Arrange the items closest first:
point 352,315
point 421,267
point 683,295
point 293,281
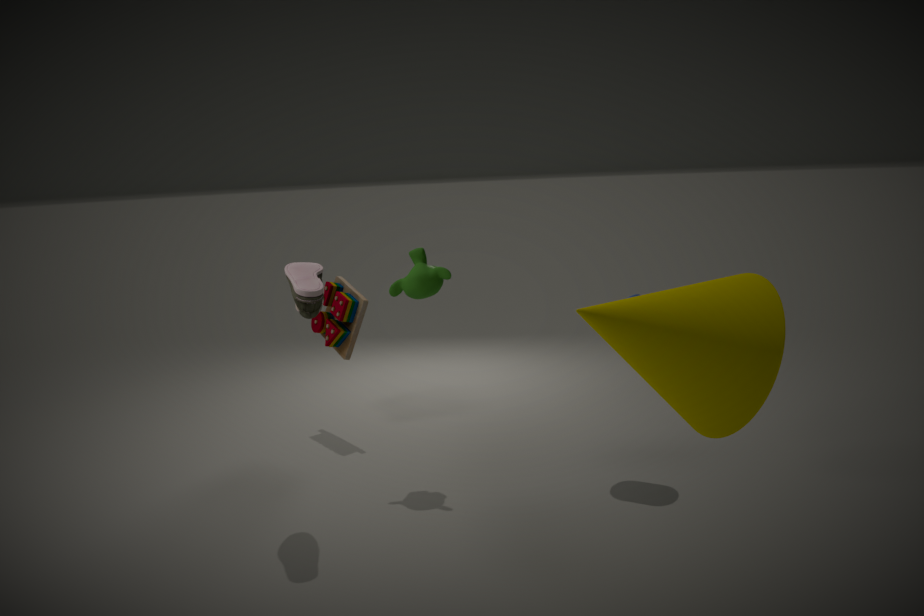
point 683,295 → point 293,281 → point 421,267 → point 352,315
